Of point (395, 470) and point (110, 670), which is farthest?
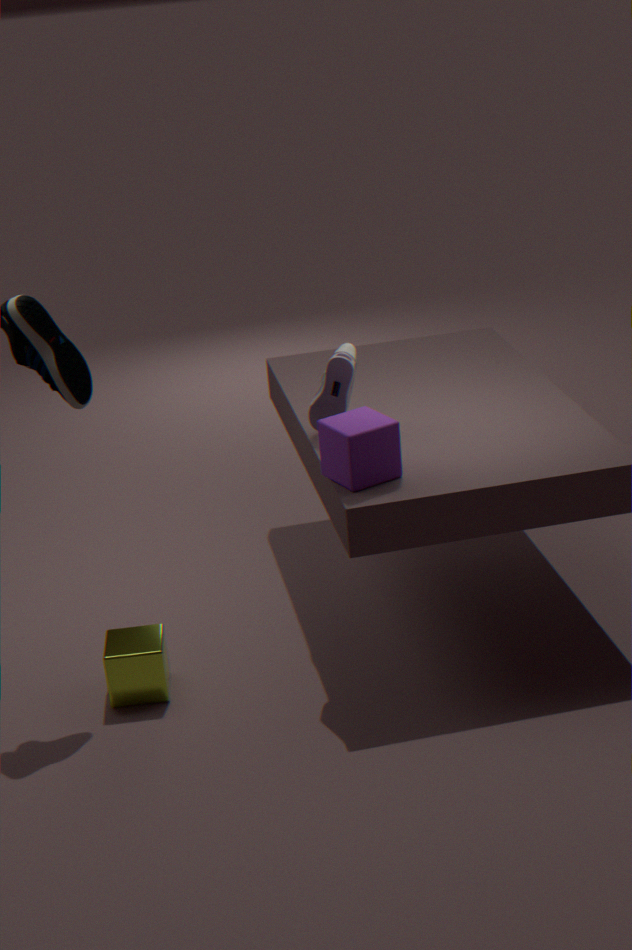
point (110, 670)
